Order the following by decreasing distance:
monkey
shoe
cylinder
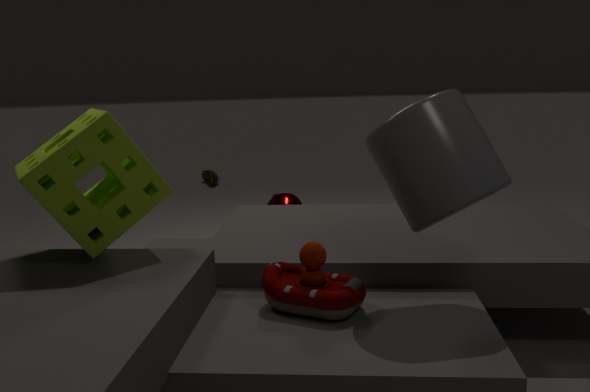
shoe, monkey, cylinder
